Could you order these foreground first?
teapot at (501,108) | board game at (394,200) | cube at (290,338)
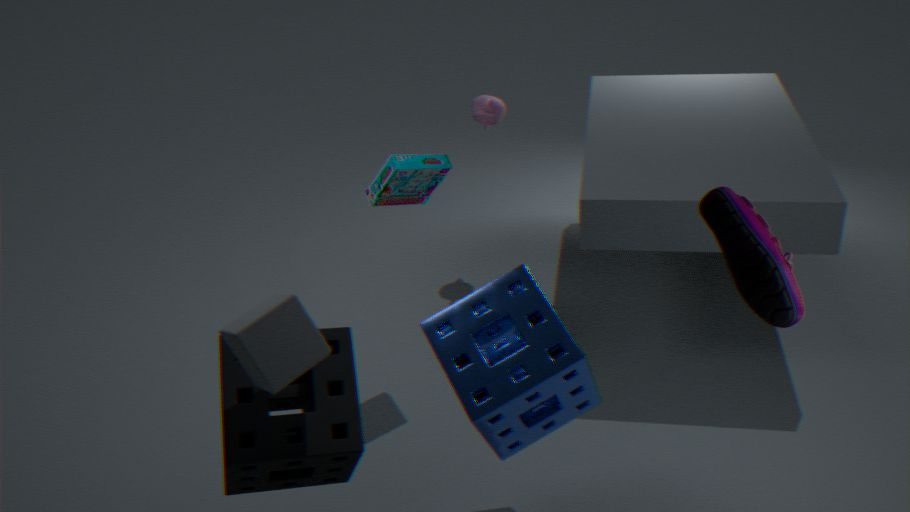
1. cube at (290,338)
2. board game at (394,200)
3. teapot at (501,108)
